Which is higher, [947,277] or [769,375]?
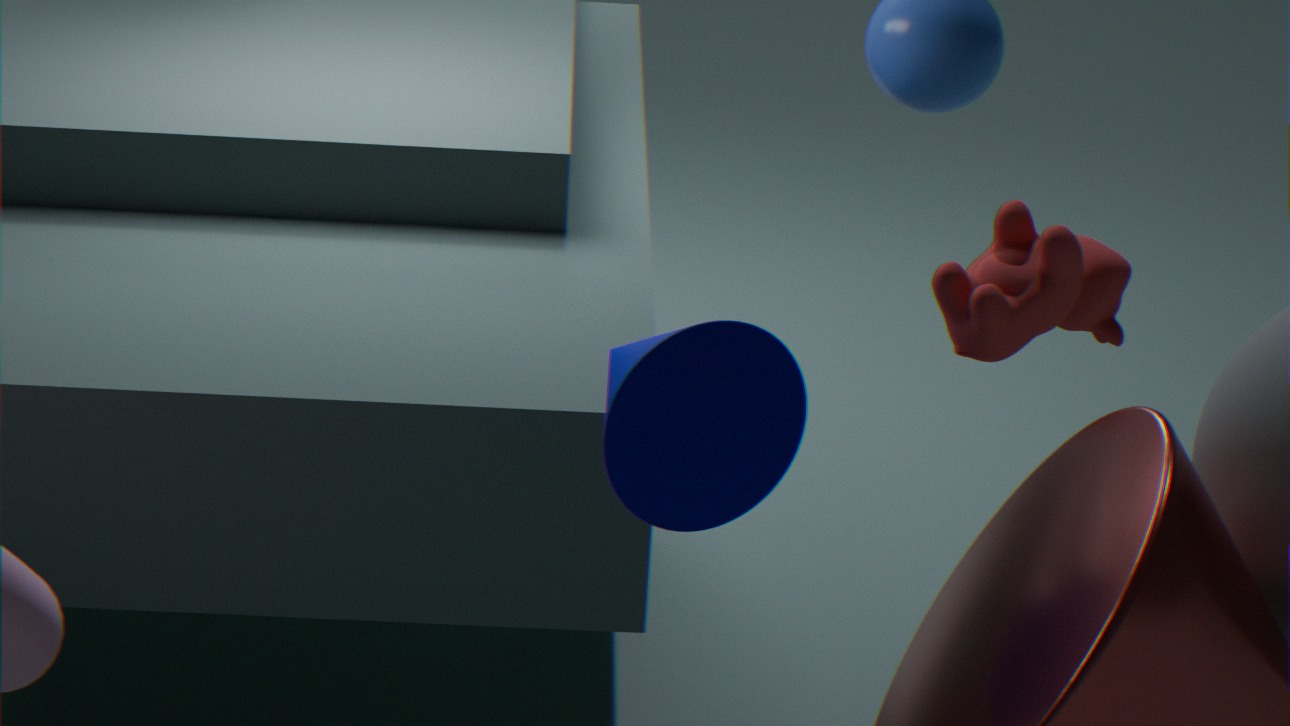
[947,277]
